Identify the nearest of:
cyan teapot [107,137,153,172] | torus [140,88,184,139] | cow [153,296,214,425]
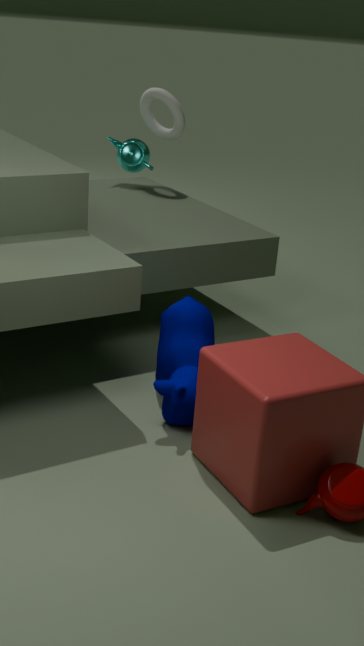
cow [153,296,214,425]
